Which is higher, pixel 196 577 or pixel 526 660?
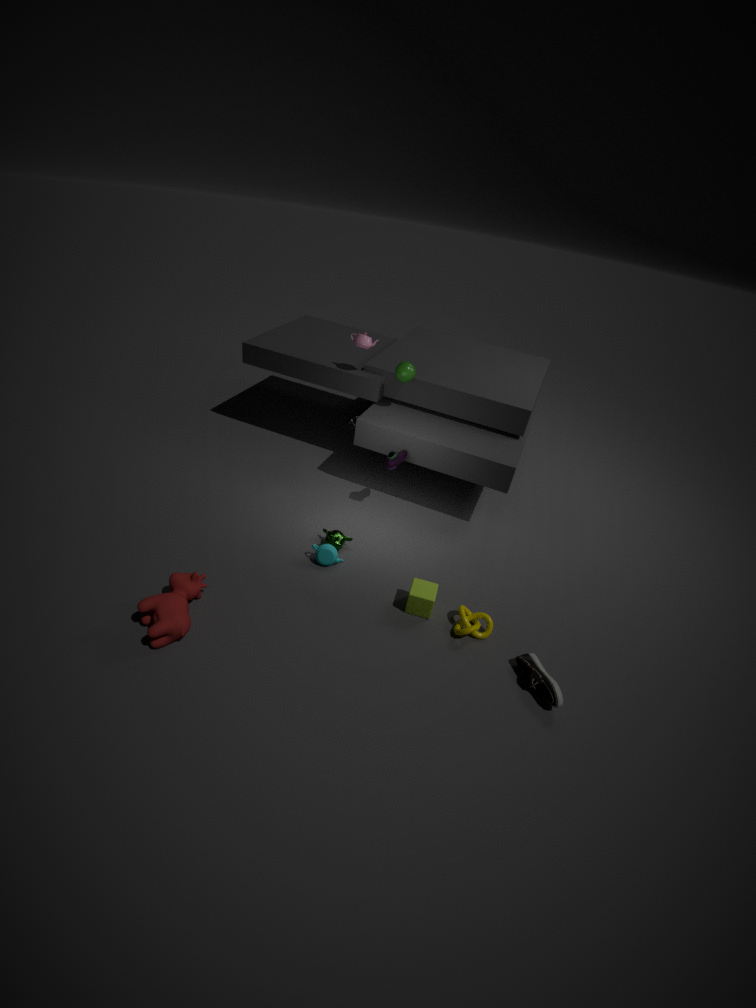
pixel 196 577
